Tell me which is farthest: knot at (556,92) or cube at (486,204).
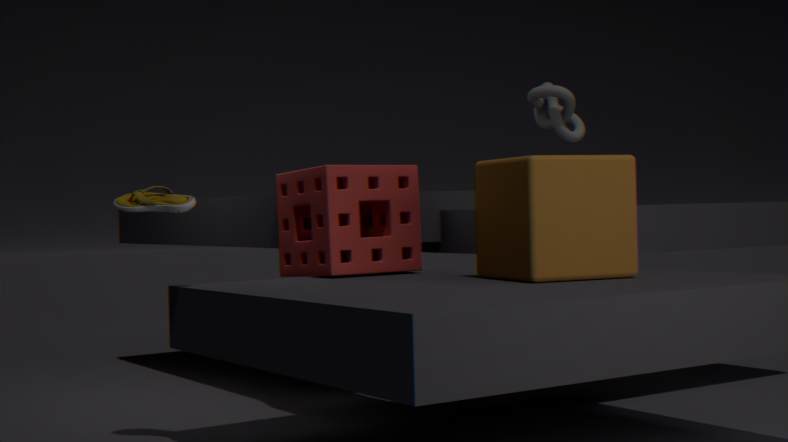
knot at (556,92)
